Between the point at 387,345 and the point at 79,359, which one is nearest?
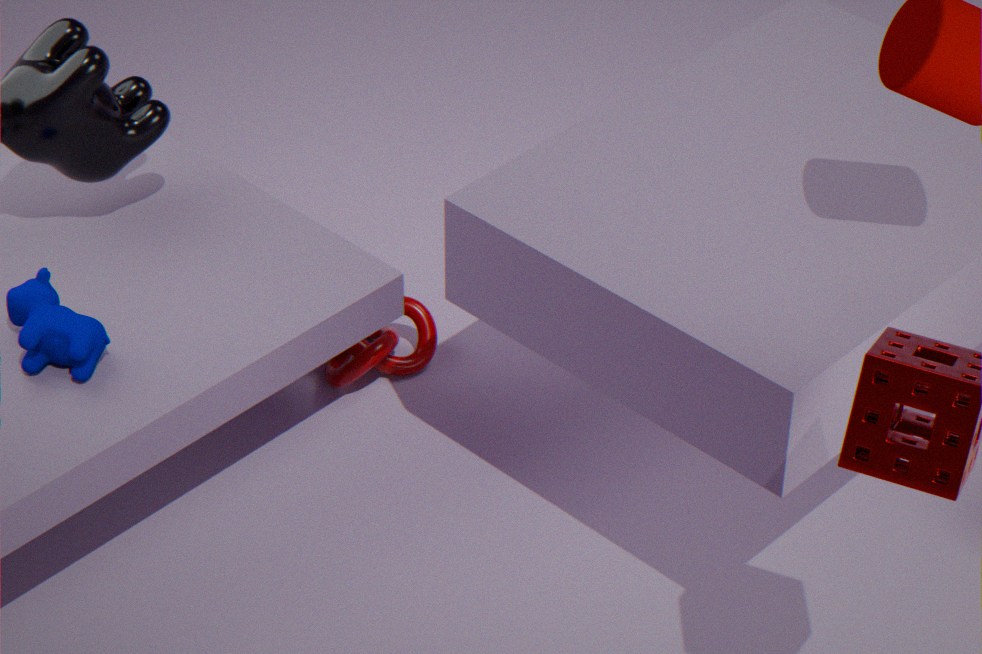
the point at 79,359
